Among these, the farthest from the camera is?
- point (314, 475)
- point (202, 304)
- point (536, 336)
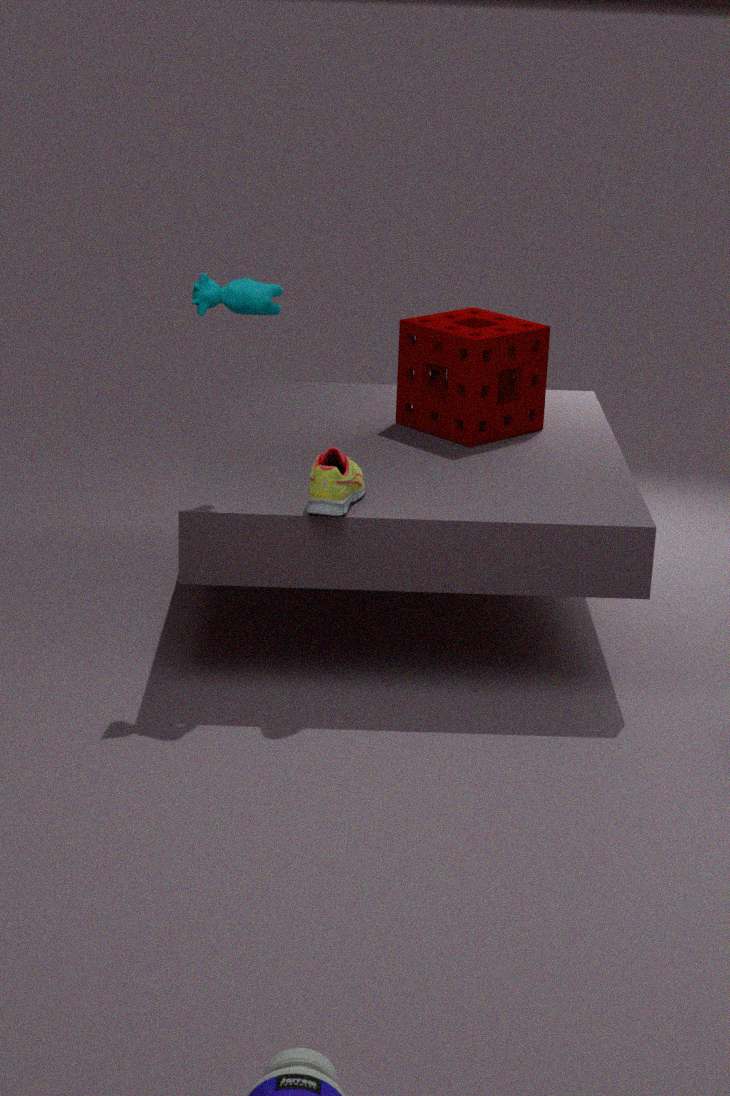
point (536, 336)
